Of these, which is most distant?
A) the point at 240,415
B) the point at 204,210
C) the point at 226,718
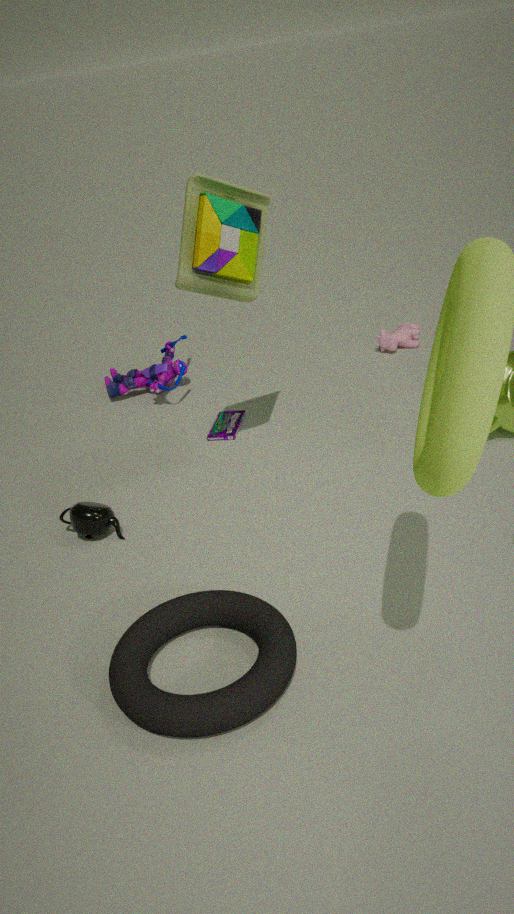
the point at 240,415
